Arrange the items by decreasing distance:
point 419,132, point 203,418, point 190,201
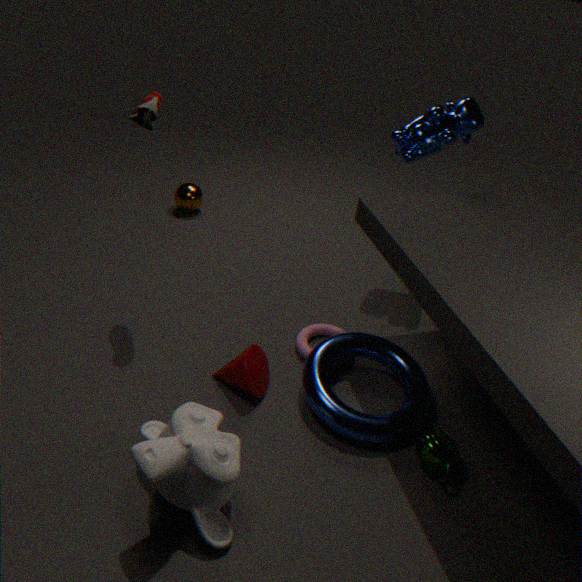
point 190,201 → point 419,132 → point 203,418
